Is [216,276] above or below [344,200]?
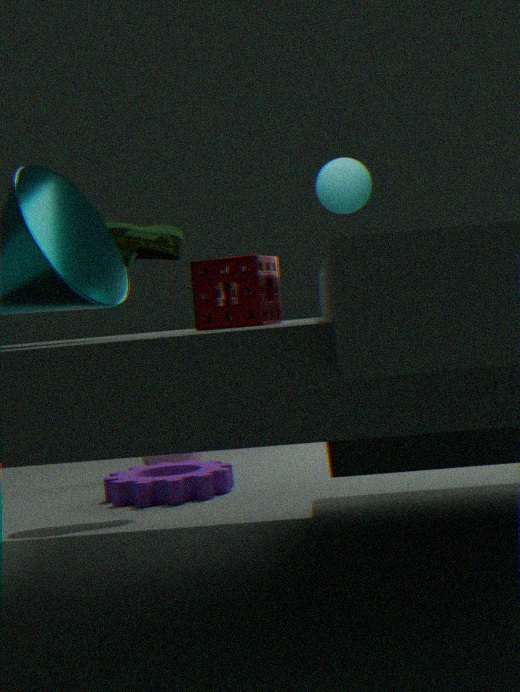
below
